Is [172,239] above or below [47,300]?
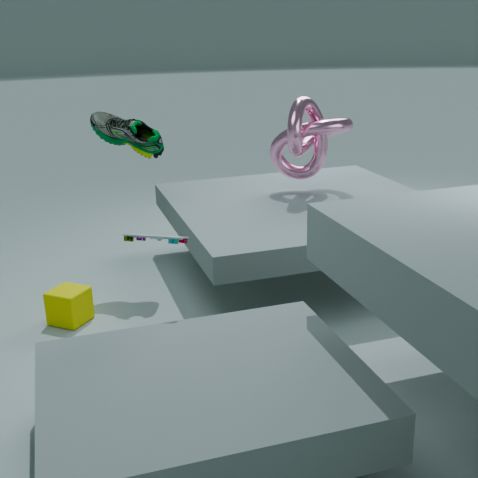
above
